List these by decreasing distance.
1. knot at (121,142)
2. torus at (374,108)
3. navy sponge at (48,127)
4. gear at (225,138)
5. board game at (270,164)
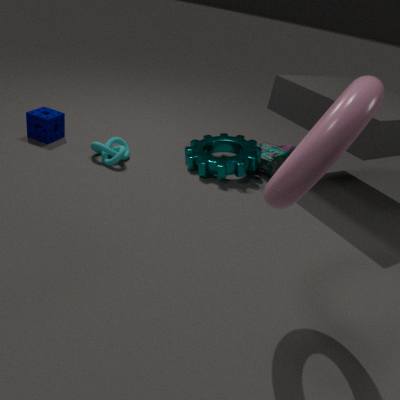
1. board game at (270,164)
2. navy sponge at (48,127)
3. gear at (225,138)
4. knot at (121,142)
5. torus at (374,108)
